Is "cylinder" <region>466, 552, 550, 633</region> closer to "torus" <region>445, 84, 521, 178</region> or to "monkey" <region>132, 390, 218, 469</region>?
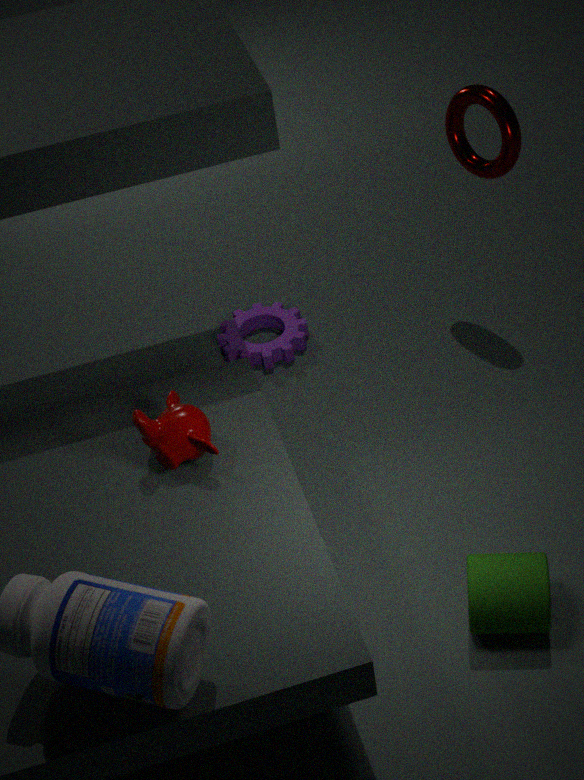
"monkey" <region>132, 390, 218, 469</region>
